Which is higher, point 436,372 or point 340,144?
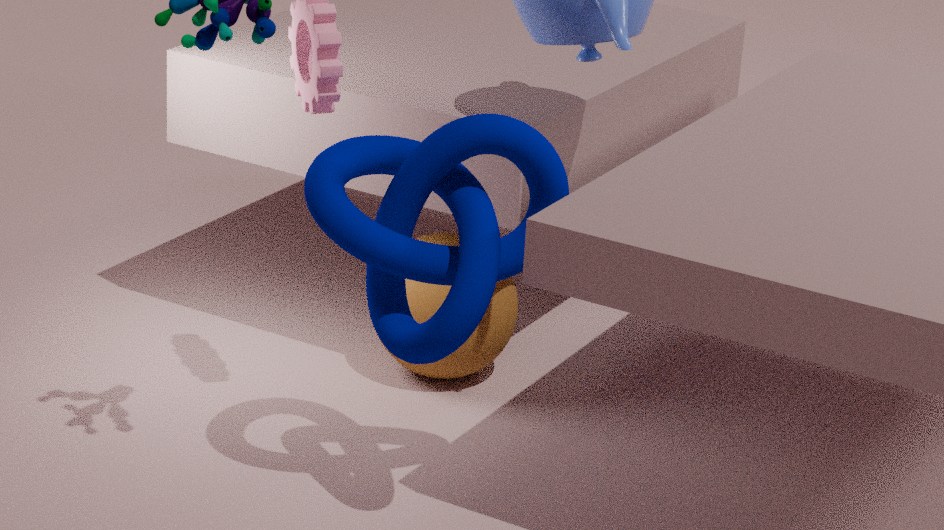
point 340,144
